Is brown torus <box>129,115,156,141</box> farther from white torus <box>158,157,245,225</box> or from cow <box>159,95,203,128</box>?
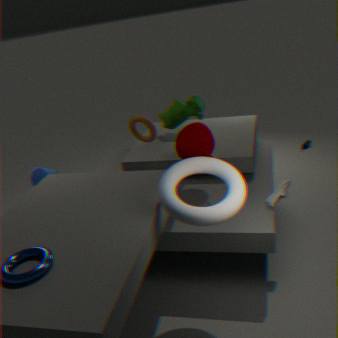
white torus <box>158,157,245,225</box>
